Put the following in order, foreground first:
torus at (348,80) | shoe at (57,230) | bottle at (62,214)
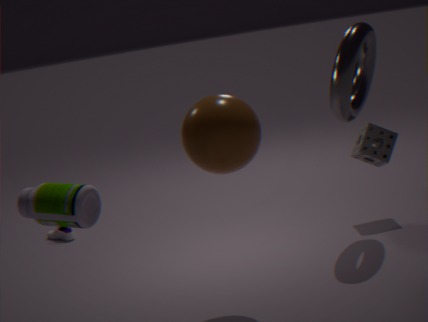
bottle at (62,214) → torus at (348,80) → shoe at (57,230)
